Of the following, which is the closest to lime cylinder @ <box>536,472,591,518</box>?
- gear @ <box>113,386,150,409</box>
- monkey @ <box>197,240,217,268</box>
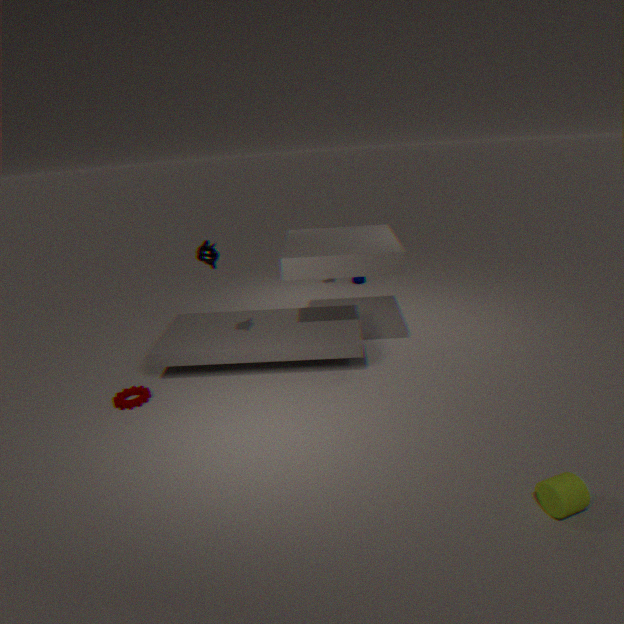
monkey @ <box>197,240,217,268</box>
